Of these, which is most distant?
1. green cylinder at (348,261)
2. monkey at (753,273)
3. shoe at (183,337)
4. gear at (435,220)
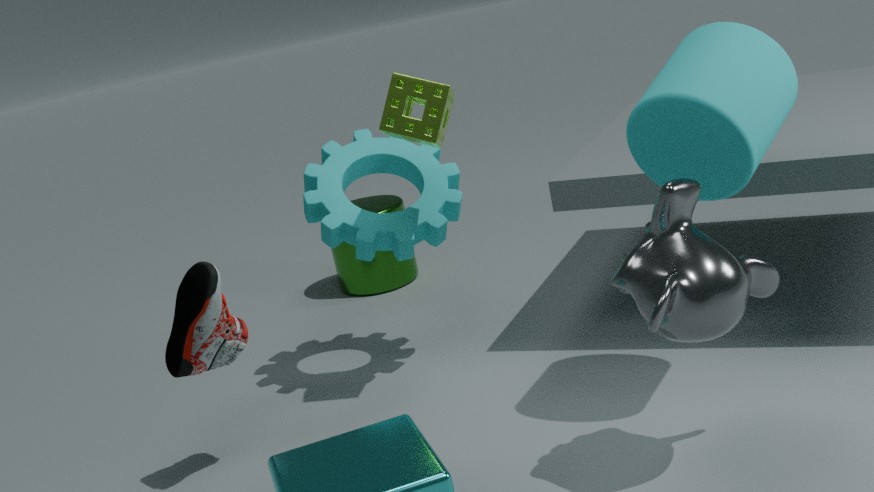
green cylinder at (348,261)
